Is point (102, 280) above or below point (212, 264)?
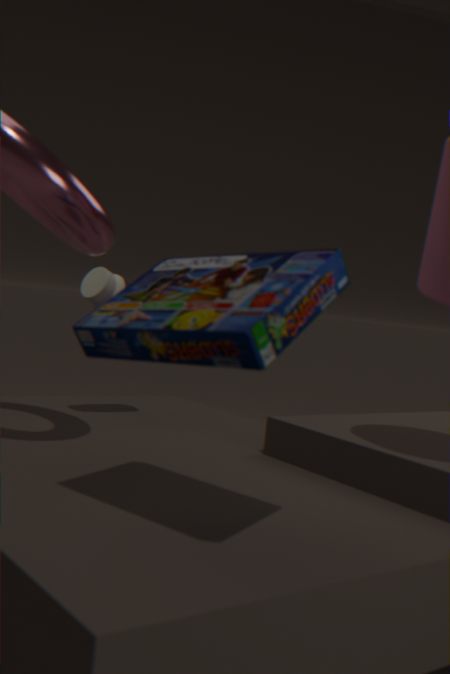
below
